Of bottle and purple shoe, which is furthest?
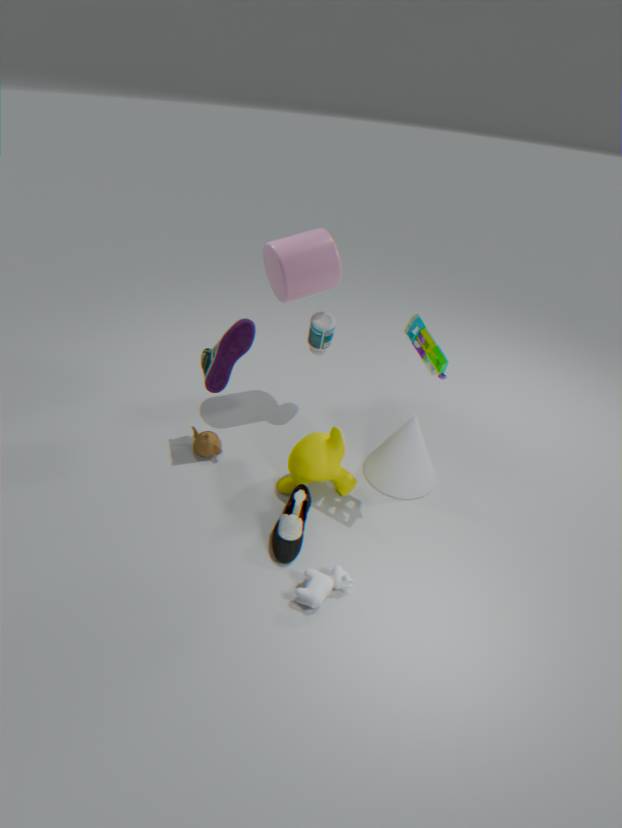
bottle
